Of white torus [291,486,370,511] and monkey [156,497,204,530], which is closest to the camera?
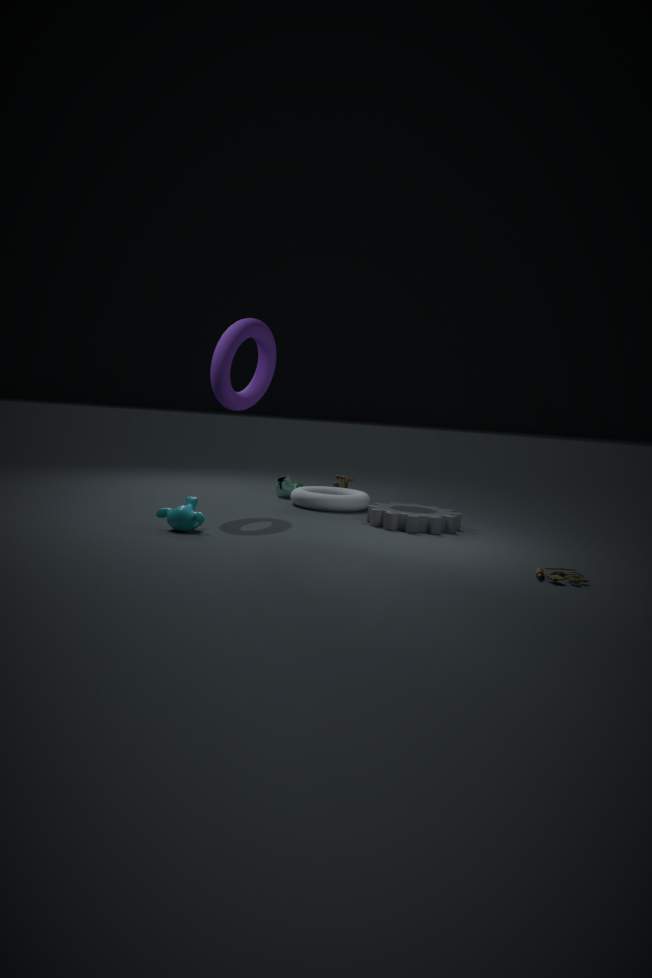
monkey [156,497,204,530]
